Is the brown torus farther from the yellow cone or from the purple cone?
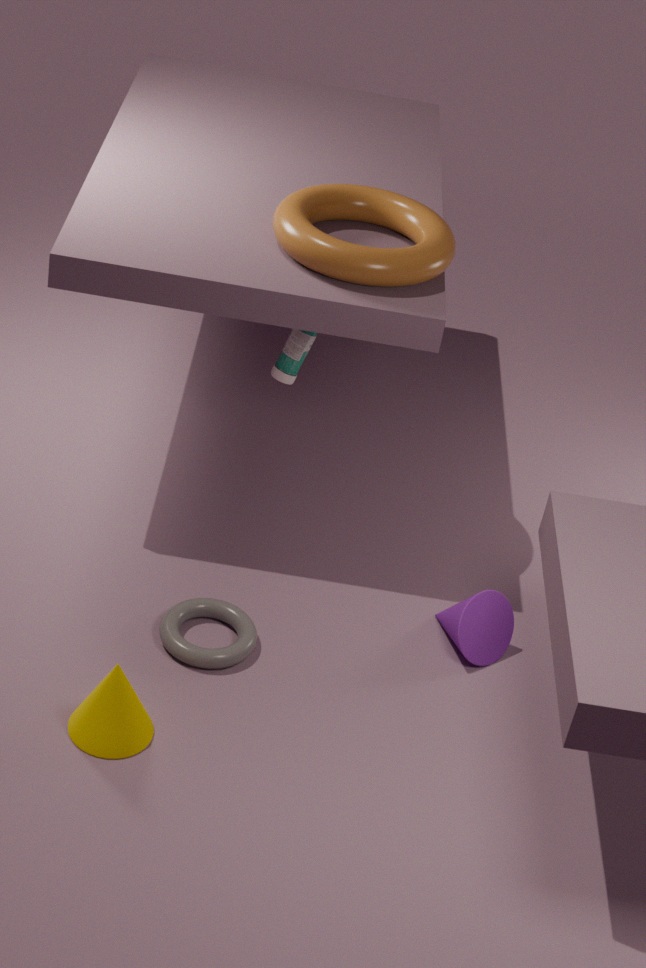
the yellow cone
